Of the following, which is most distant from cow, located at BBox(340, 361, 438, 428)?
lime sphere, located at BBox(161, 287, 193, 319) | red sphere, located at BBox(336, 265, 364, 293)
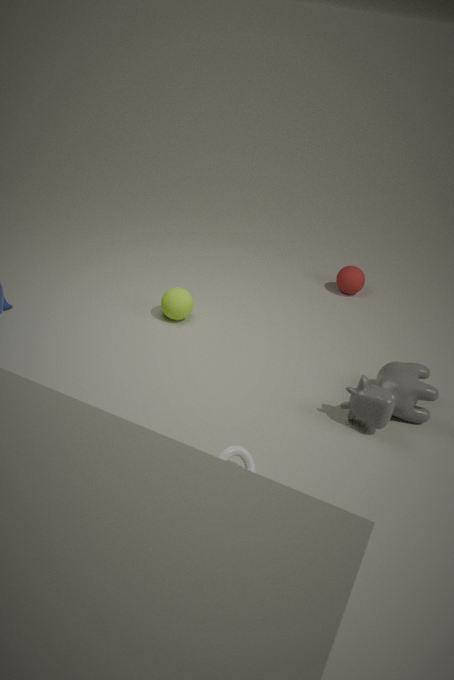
lime sphere, located at BBox(161, 287, 193, 319)
